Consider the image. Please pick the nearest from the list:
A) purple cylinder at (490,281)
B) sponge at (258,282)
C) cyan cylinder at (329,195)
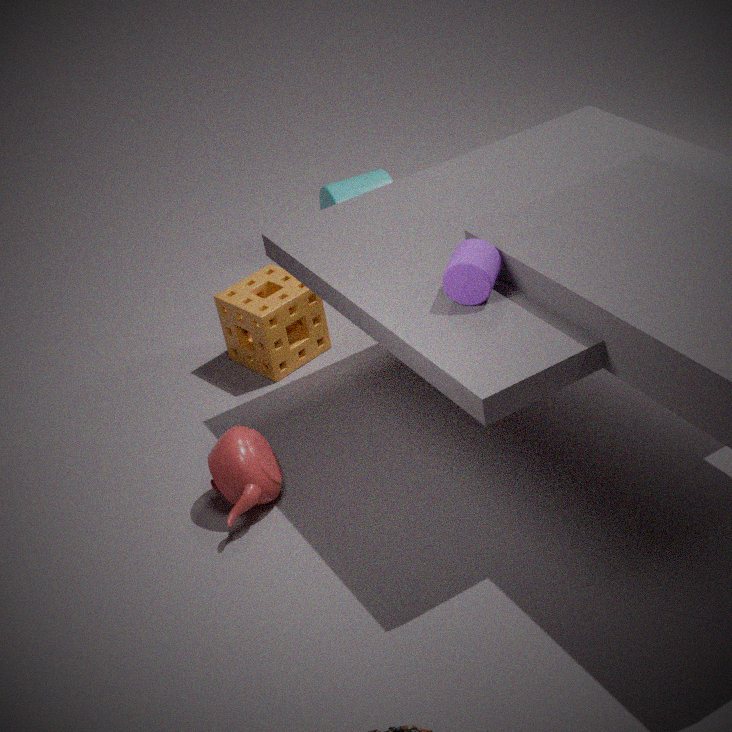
purple cylinder at (490,281)
